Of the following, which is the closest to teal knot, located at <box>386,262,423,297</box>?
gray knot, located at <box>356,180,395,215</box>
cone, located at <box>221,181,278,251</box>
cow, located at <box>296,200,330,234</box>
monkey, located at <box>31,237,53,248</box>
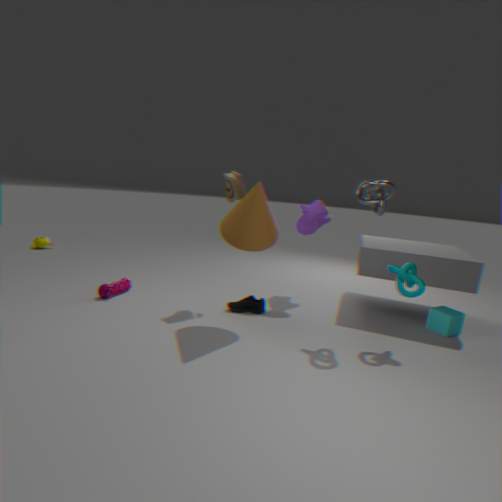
gray knot, located at <box>356,180,395,215</box>
